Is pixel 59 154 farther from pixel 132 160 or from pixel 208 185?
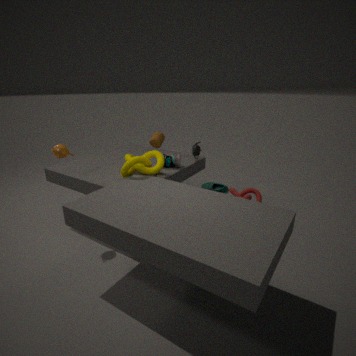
pixel 208 185
